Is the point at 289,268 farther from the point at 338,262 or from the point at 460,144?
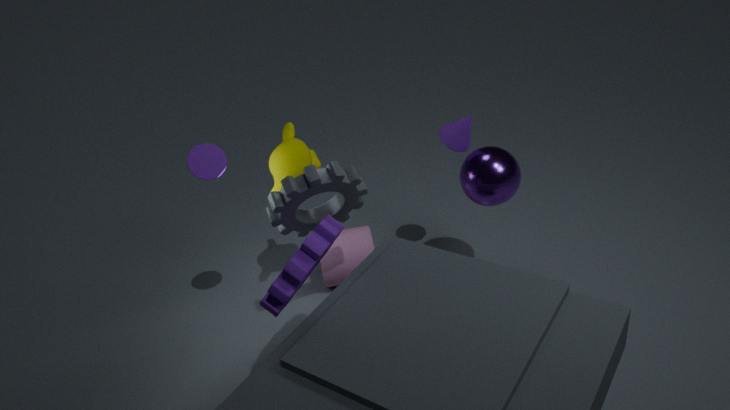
the point at 460,144
